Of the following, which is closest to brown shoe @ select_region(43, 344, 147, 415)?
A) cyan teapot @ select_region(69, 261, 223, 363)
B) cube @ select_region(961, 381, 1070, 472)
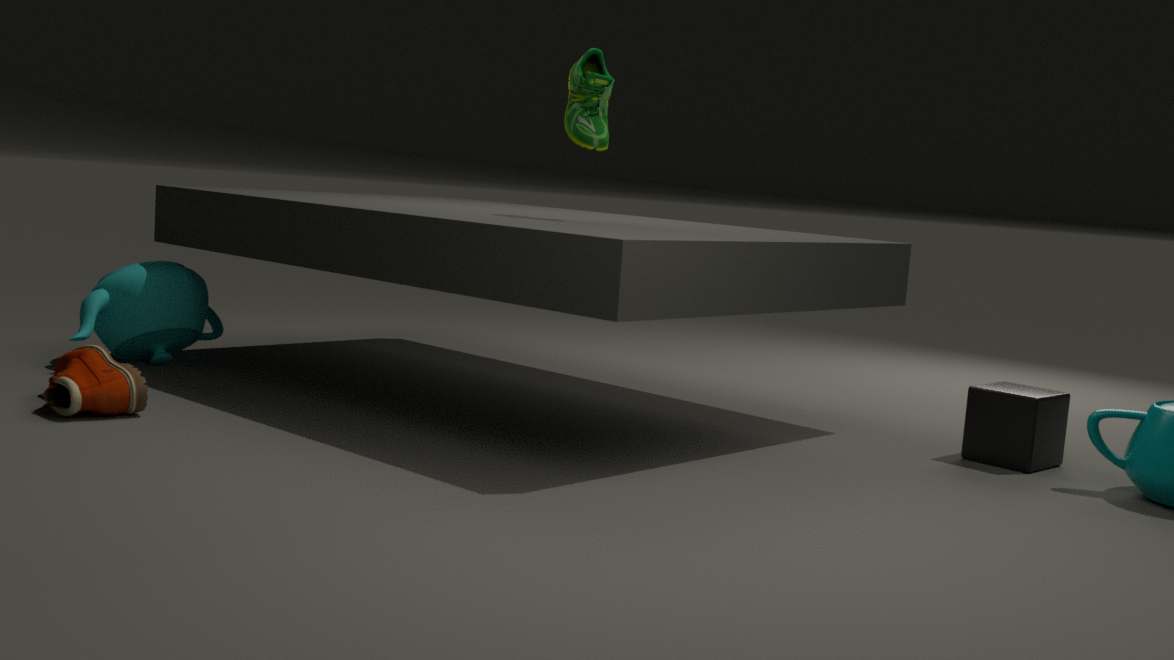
cyan teapot @ select_region(69, 261, 223, 363)
